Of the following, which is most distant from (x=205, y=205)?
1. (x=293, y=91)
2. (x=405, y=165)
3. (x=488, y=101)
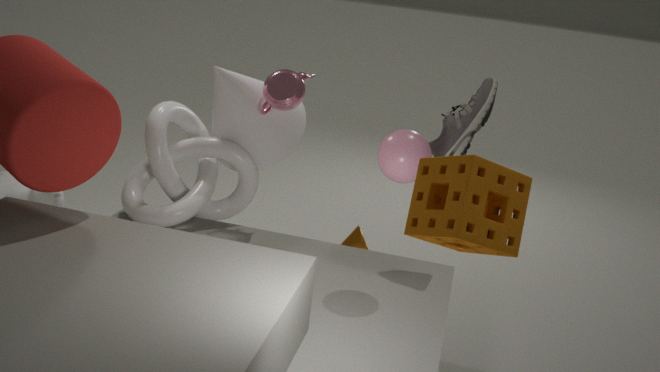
(x=488, y=101)
